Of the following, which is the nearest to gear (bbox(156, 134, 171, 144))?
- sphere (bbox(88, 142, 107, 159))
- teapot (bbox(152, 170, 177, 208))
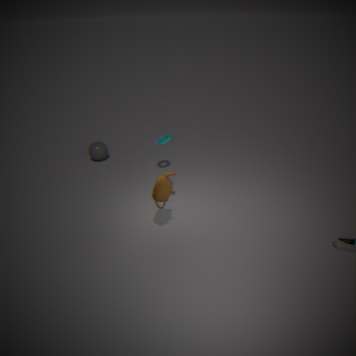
sphere (bbox(88, 142, 107, 159))
